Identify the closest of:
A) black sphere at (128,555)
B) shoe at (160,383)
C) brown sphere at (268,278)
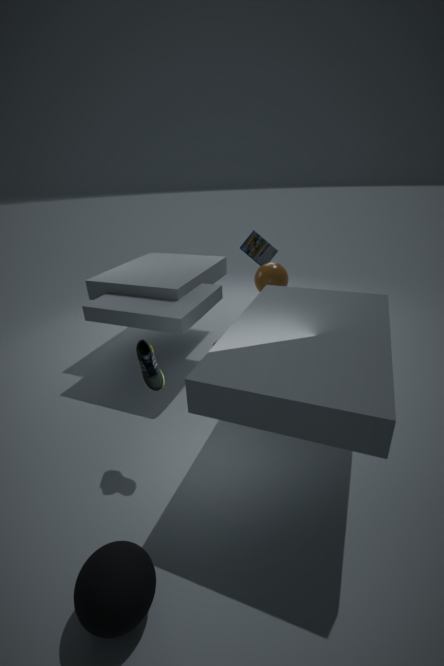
black sphere at (128,555)
